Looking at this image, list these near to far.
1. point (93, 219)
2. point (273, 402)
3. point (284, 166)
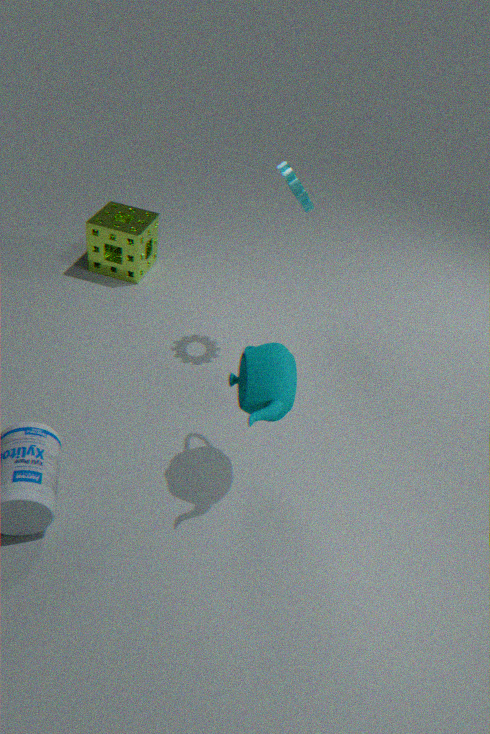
point (273, 402) → point (284, 166) → point (93, 219)
